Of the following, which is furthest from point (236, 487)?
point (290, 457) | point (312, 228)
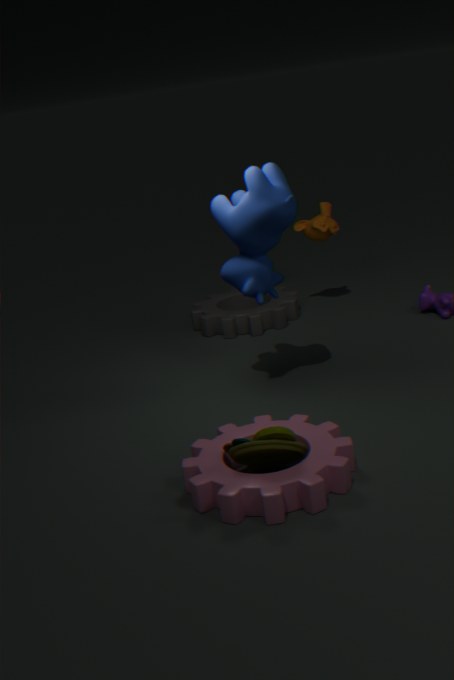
point (312, 228)
